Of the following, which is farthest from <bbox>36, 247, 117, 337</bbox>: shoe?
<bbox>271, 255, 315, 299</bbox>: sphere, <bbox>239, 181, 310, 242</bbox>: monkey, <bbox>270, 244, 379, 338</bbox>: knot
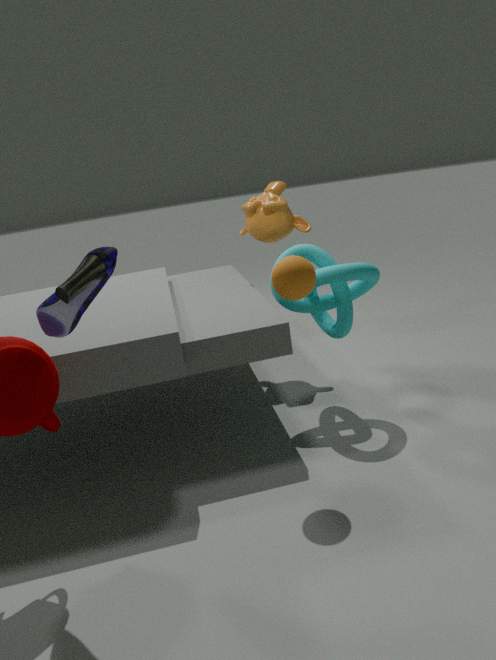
<bbox>239, 181, 310, 242</bbox>: monkey
